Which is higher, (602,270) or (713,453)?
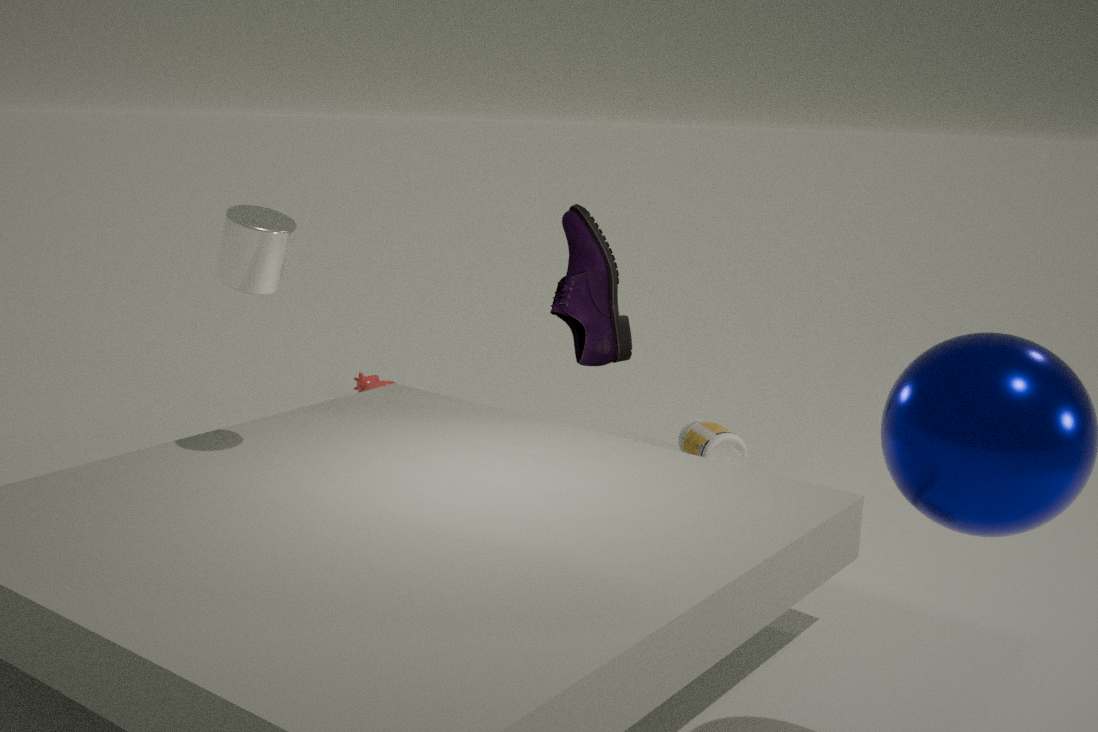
(602,270)
